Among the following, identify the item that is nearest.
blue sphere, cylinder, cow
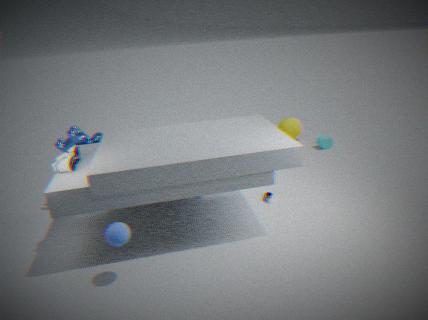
blue sphere
